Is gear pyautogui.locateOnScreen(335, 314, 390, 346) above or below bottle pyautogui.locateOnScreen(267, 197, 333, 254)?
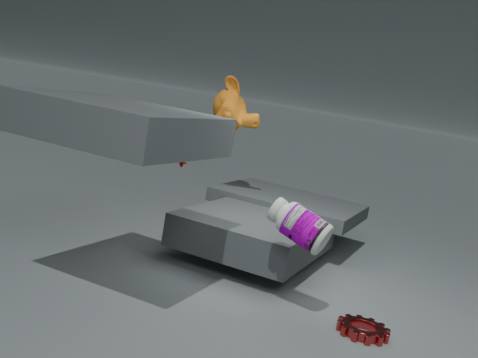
below
